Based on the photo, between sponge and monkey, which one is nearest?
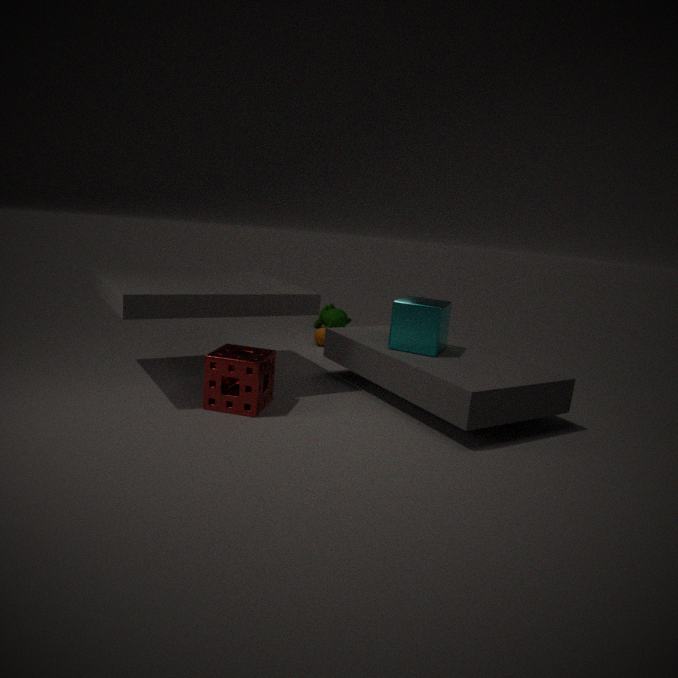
sponge
